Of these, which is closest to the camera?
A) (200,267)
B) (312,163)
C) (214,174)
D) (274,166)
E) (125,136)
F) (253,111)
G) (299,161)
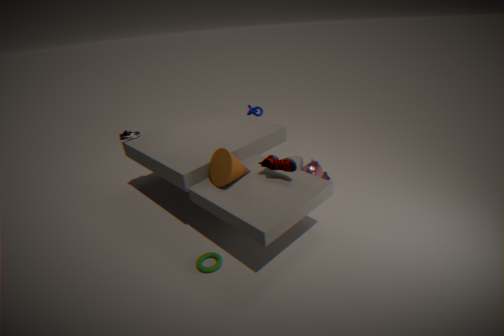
(200,267)
